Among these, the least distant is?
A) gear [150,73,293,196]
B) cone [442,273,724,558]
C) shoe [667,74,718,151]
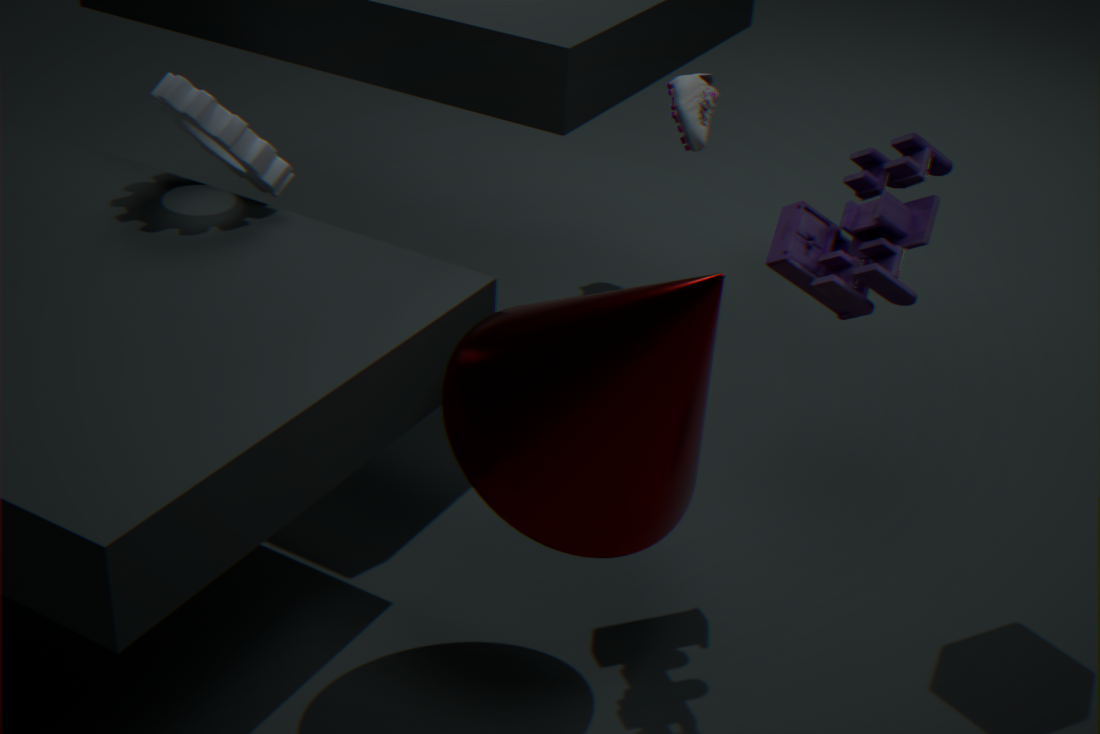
cone [442,273,724,558]
